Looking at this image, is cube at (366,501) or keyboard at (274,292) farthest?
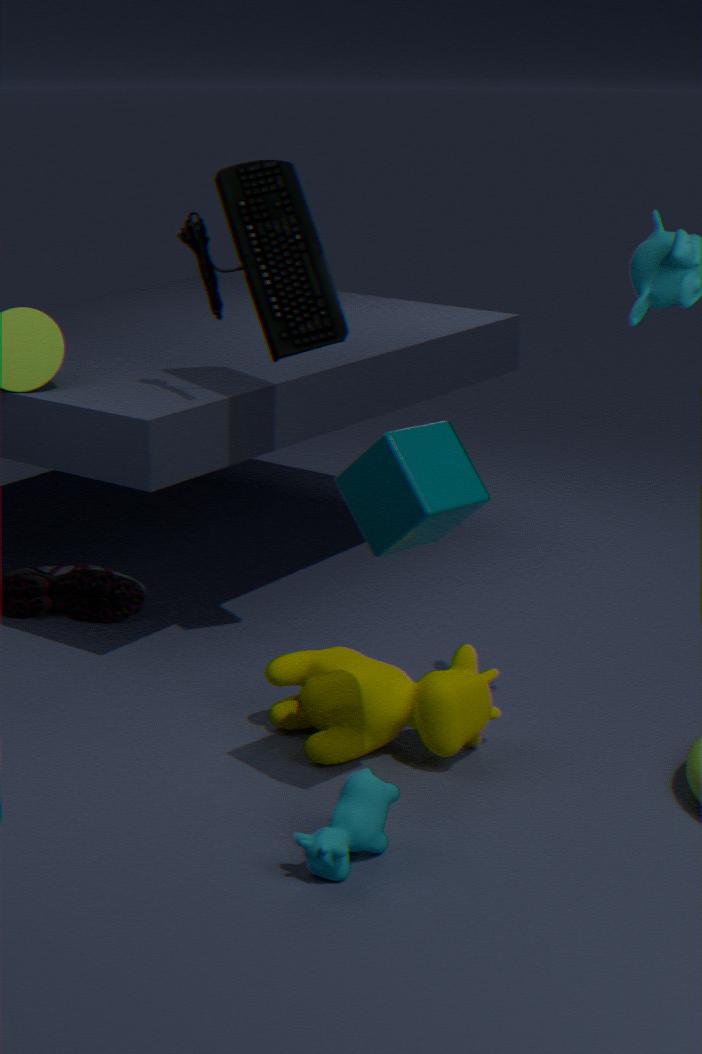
keyboard at (274,292)
